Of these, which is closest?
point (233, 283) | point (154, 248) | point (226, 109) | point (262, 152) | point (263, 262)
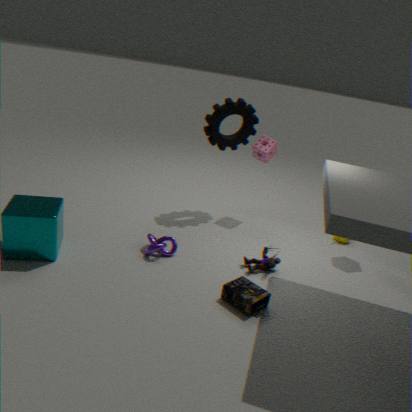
point (233, 283)
